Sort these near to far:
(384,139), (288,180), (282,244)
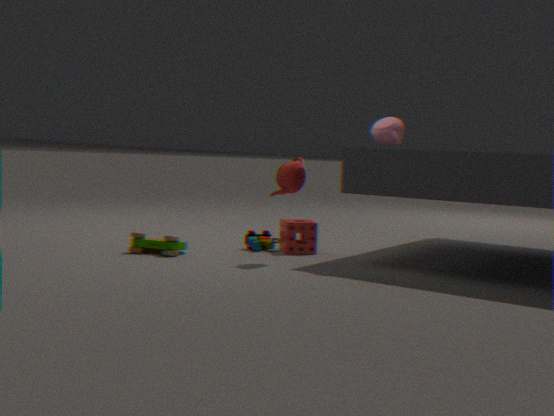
(384,139), (288,180), (282,244)
